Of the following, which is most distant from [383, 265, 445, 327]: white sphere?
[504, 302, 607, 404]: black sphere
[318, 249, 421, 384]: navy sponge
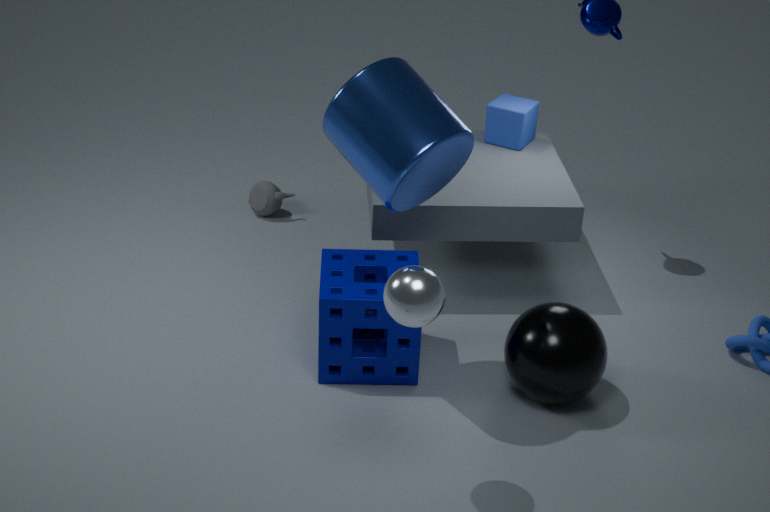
[504, 302, 607, 404]: black sphere
